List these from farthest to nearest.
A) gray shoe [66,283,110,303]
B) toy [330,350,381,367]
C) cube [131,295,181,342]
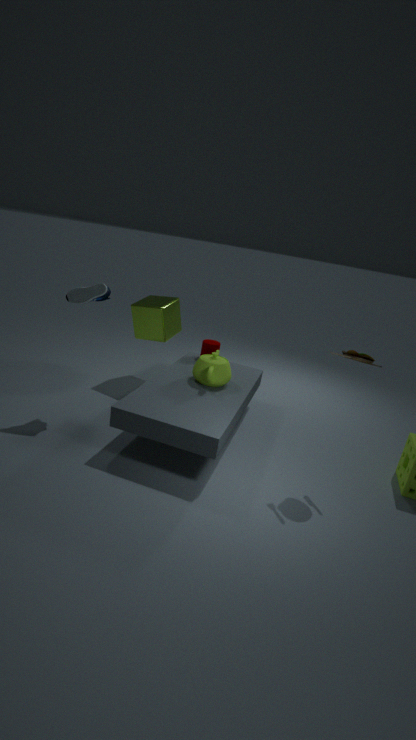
cube [131,295,181,342] < gray shoe [66,283,110,303] < toy [330,350,381,367]
